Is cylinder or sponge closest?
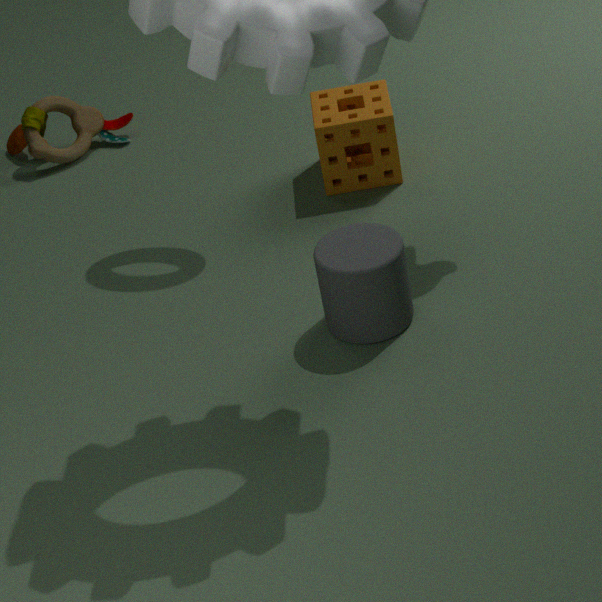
cylinder
